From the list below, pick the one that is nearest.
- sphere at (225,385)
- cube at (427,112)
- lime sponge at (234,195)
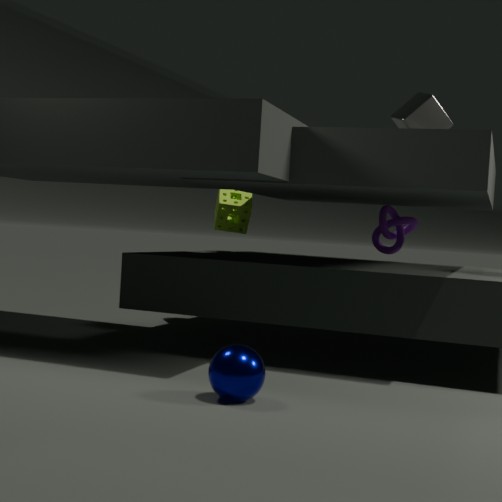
sphere at (225,385)
